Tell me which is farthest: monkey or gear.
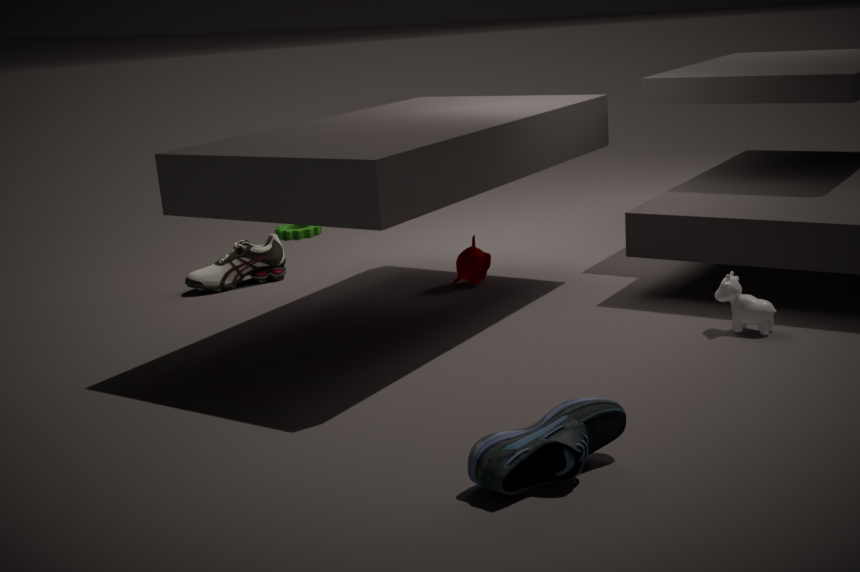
gear
